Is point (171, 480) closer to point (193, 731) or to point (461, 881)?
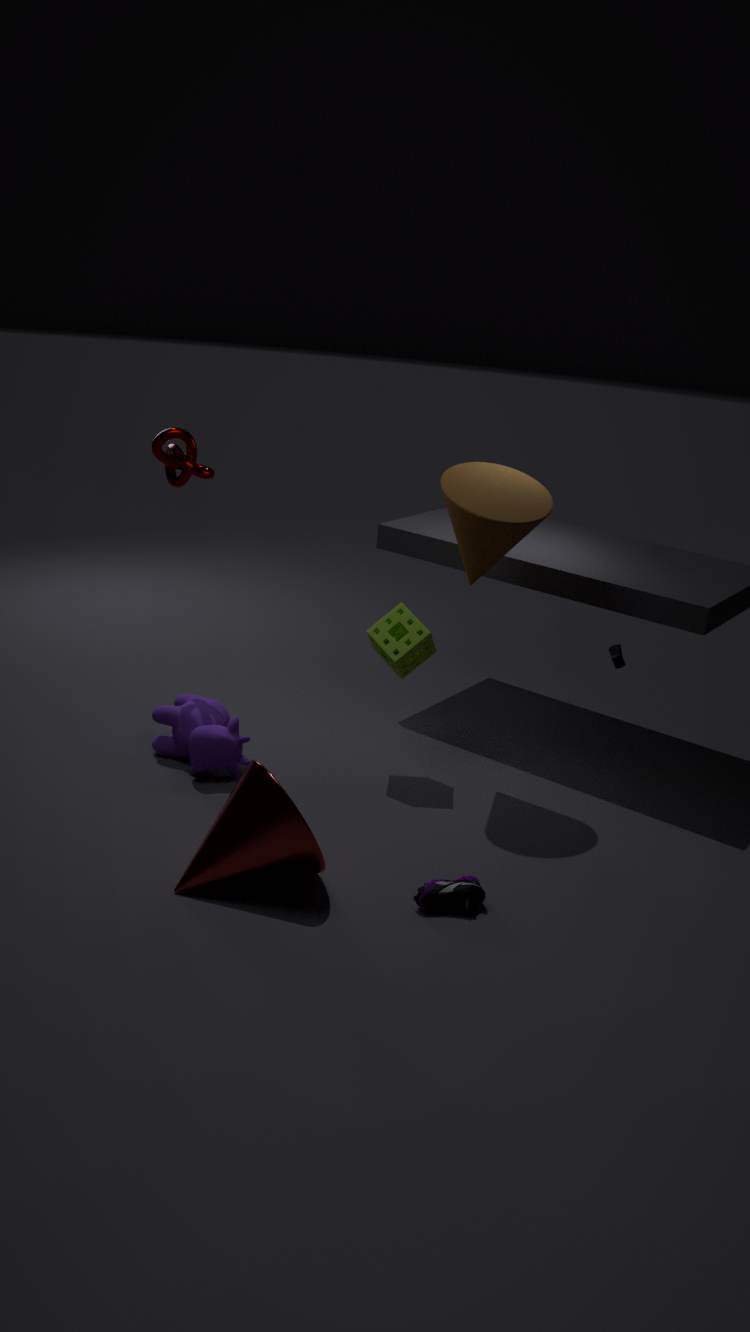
point (193, 731)
